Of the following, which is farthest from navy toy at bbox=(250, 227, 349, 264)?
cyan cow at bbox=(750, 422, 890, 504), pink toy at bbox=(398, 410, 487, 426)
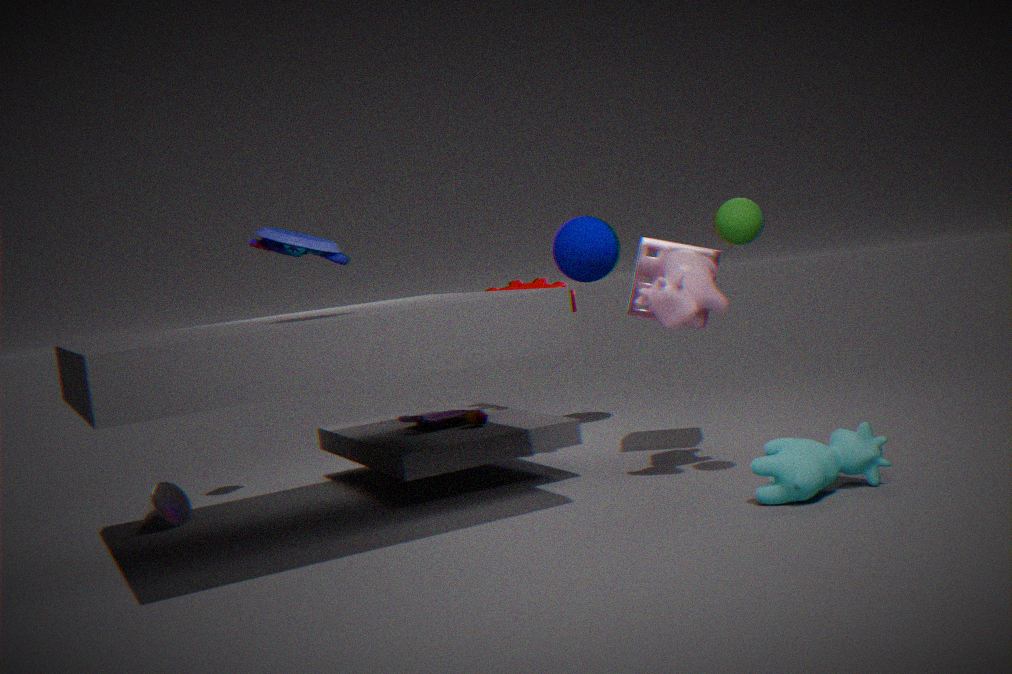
cyan cow at bbox=(750, 422, 890, 504)
